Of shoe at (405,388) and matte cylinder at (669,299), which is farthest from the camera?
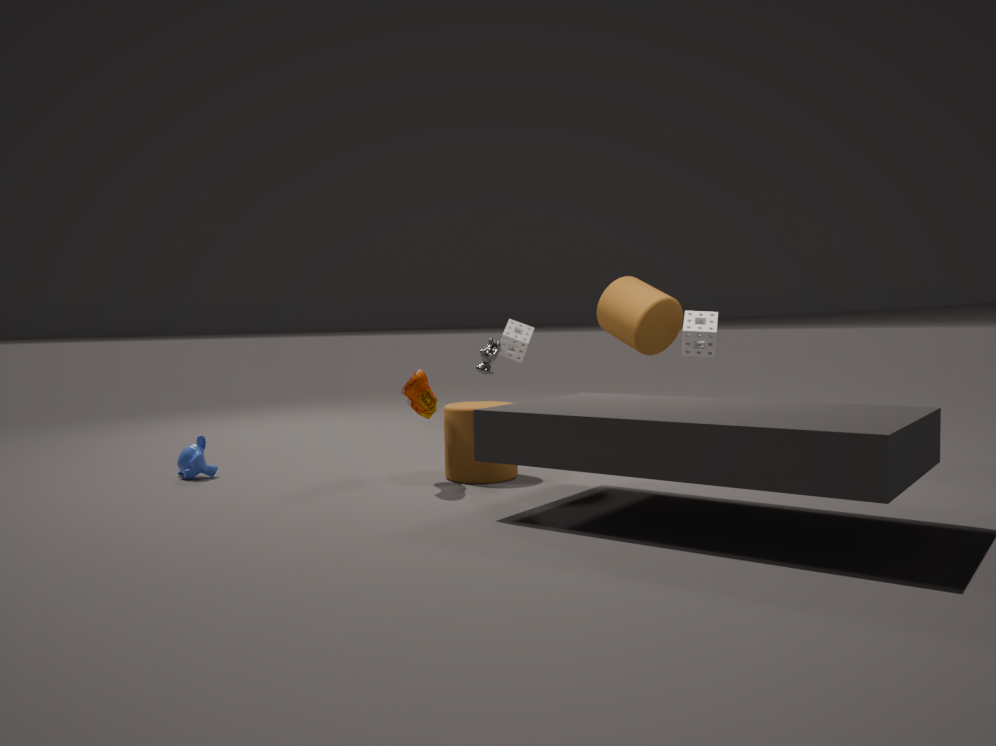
matte cylinder at (669,299)
